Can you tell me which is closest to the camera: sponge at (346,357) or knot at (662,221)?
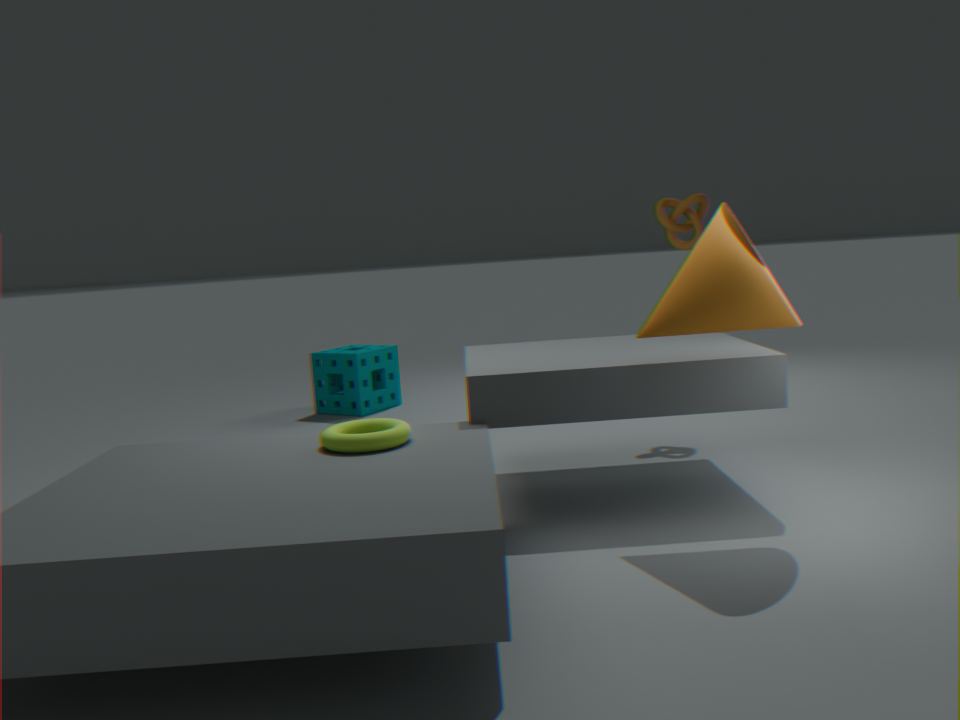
knot at (662,221)
